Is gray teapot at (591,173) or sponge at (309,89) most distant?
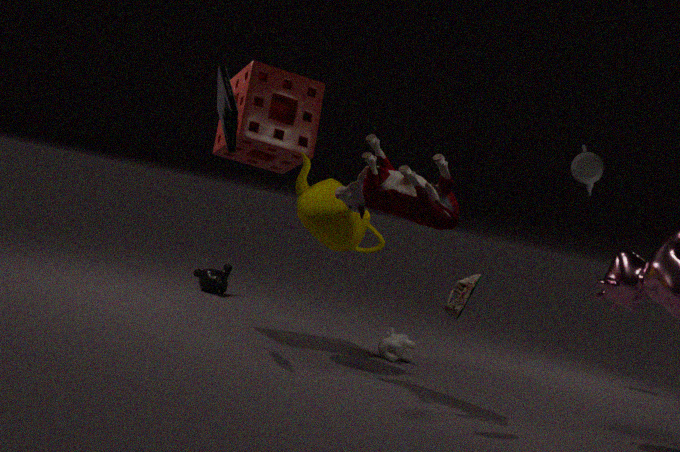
gray teapot at (591,173)
